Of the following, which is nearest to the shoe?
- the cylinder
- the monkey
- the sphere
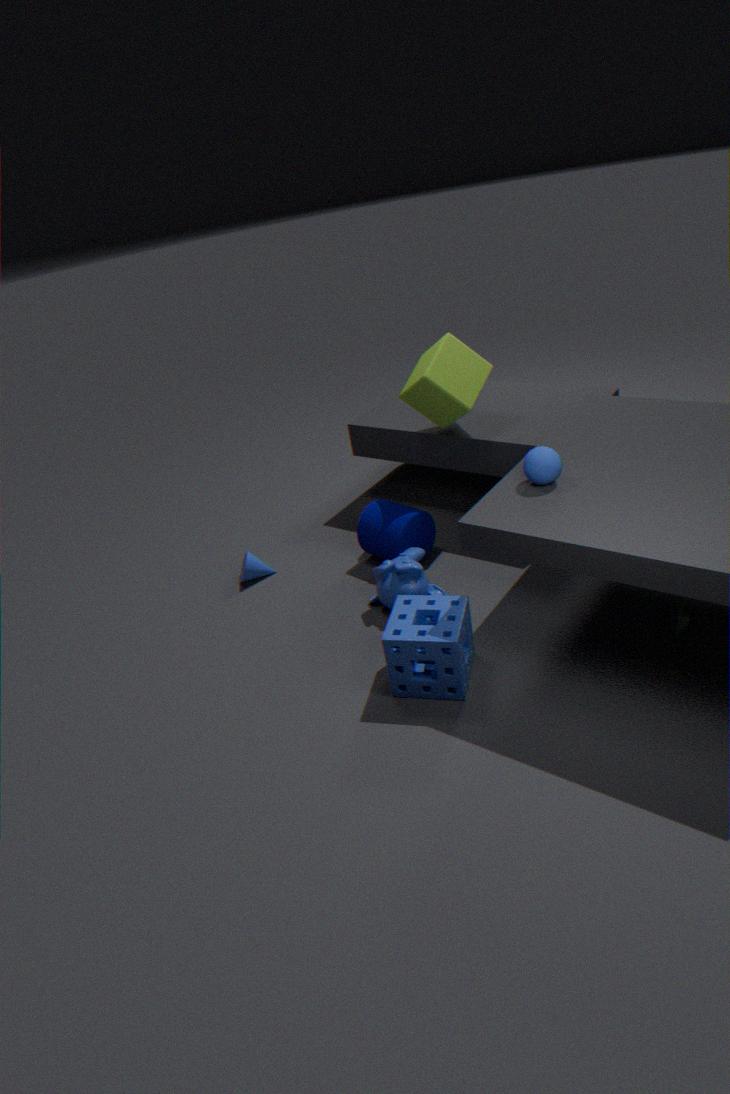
the sphere
